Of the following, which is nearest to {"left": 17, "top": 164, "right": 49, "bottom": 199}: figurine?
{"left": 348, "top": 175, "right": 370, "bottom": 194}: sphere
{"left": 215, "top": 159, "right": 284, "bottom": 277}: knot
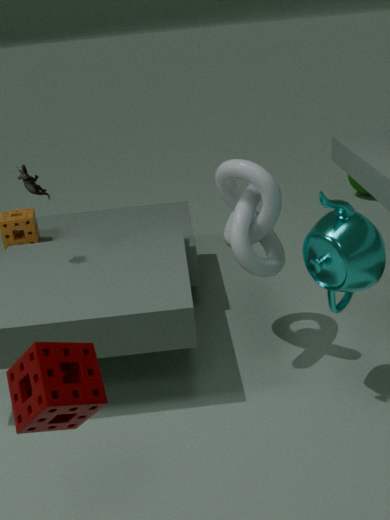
{"left": 215, "top": 159, "right": 284, "bottom": 277}: knot
